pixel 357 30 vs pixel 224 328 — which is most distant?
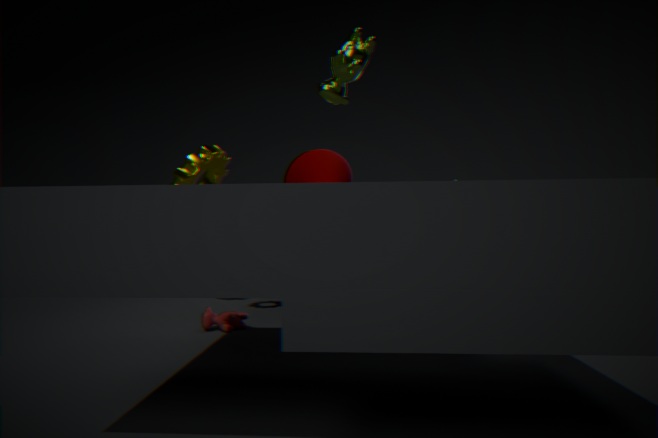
pixel 224 328
